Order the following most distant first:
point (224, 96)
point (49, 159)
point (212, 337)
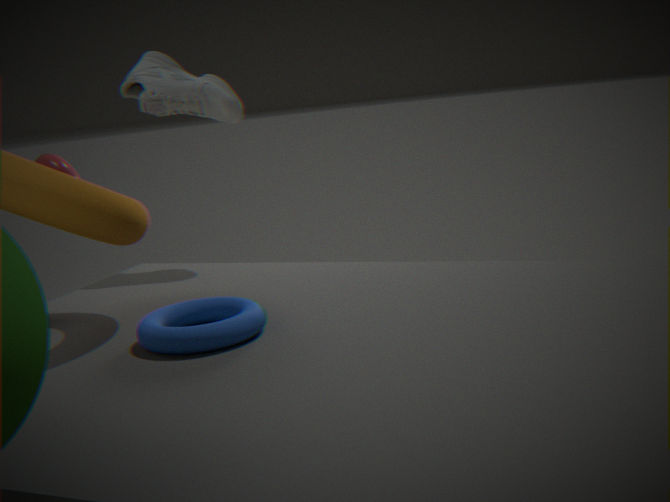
point (49, 159), point (224, 96), point (212, 337)
